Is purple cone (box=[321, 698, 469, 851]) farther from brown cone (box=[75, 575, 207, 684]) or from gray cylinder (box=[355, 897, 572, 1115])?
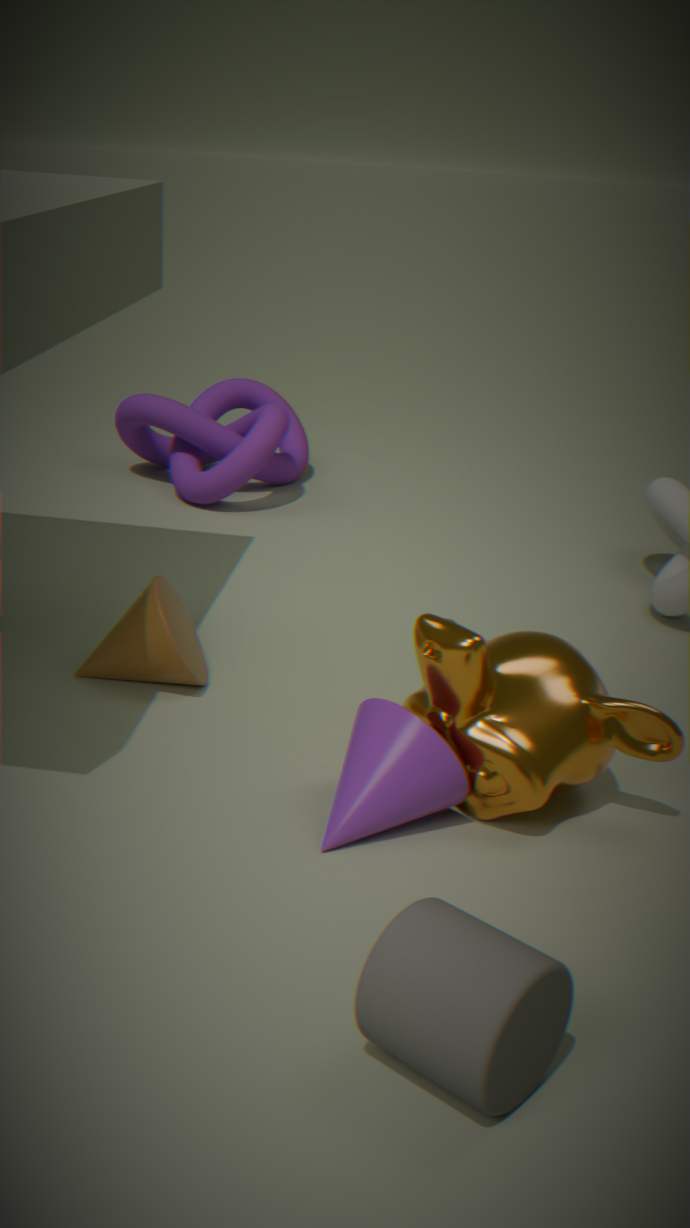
brown cone (box=[75, 575, 207, 684])
